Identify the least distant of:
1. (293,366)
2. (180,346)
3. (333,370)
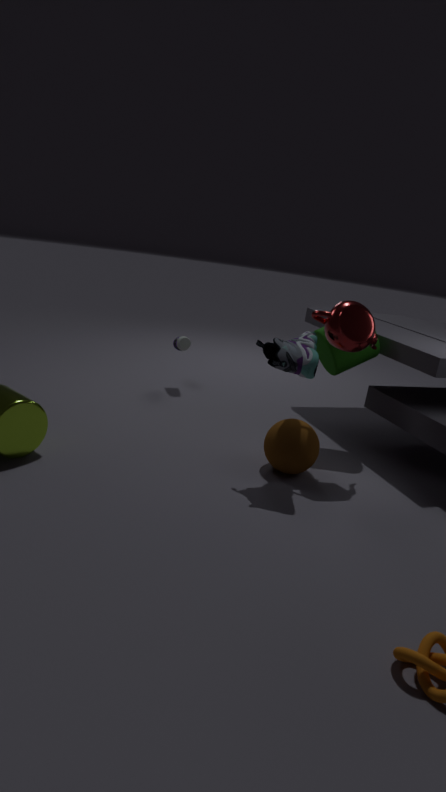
(293,366)
